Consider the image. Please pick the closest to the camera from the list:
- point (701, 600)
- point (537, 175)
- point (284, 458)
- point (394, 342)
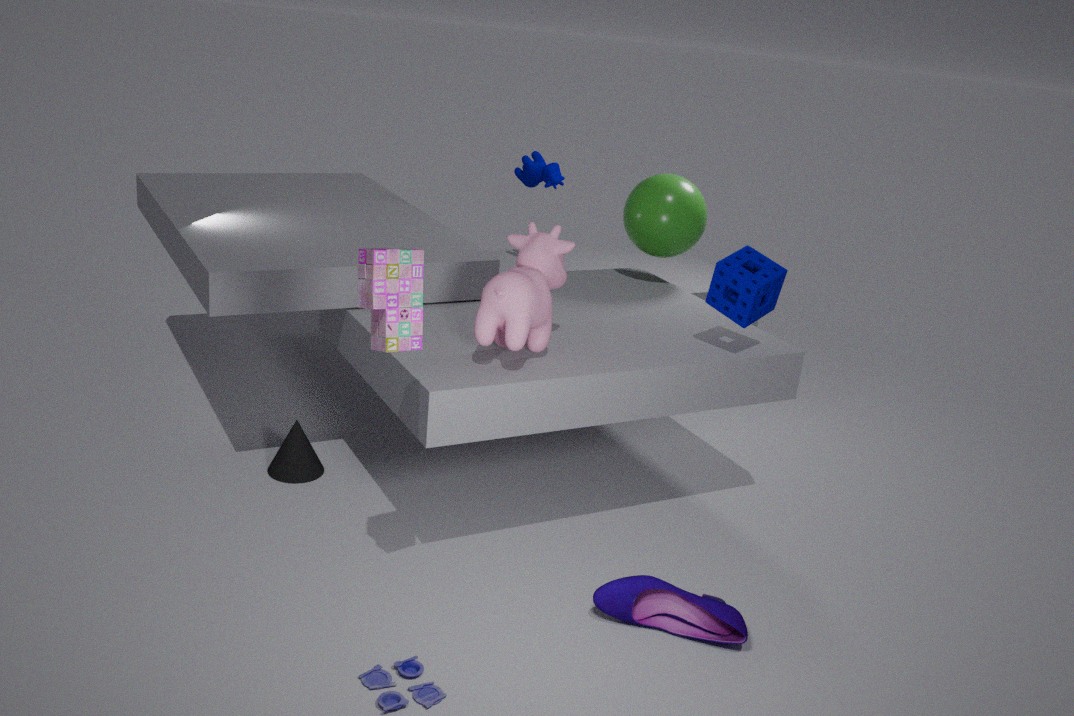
point (394, 342)
